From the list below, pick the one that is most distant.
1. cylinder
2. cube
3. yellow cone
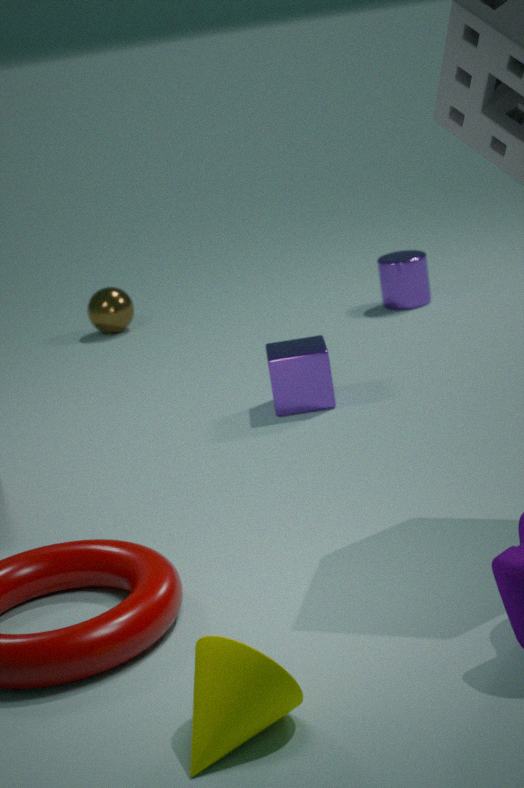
cylinder
